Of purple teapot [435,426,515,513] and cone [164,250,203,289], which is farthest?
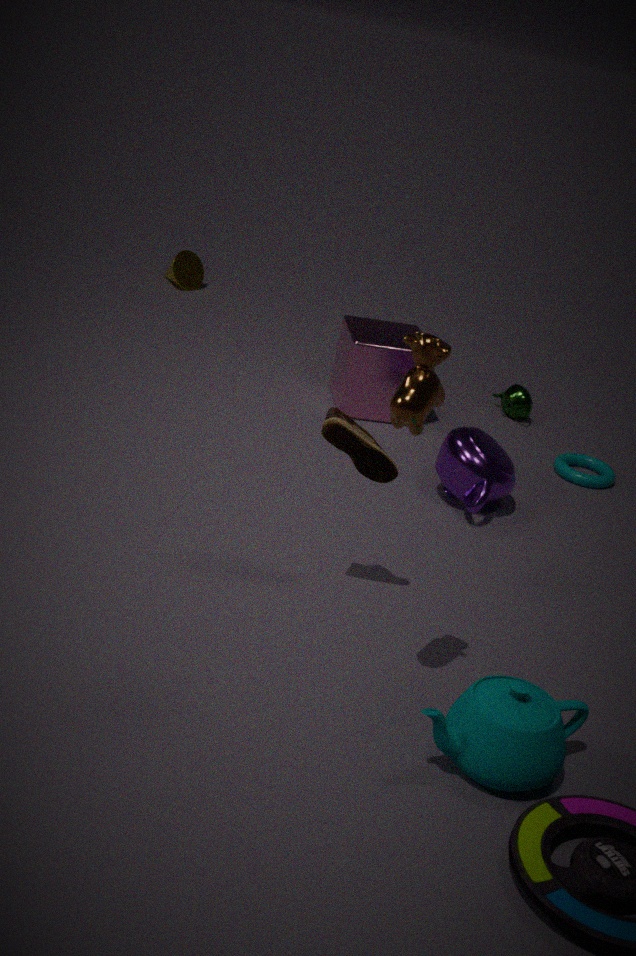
cone [164,250,203,289]
